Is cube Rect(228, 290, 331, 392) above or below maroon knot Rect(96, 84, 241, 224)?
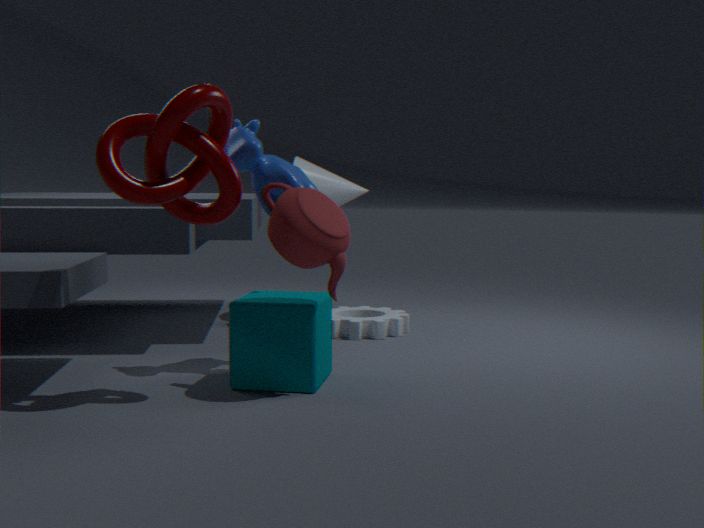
below
